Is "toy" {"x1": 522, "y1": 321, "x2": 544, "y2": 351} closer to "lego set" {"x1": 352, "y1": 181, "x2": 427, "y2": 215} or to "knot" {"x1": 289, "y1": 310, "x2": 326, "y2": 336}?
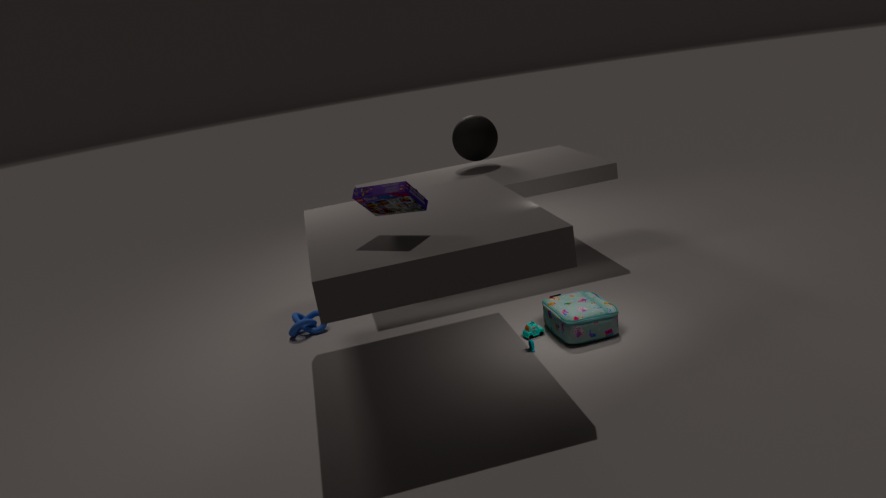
"lego set" {"x1": 352, "y1": 181, "x2": 427, "y2": 215}
